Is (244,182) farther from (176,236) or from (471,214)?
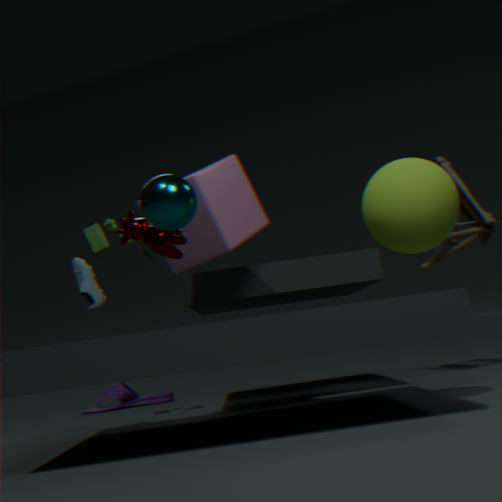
(471,214)
